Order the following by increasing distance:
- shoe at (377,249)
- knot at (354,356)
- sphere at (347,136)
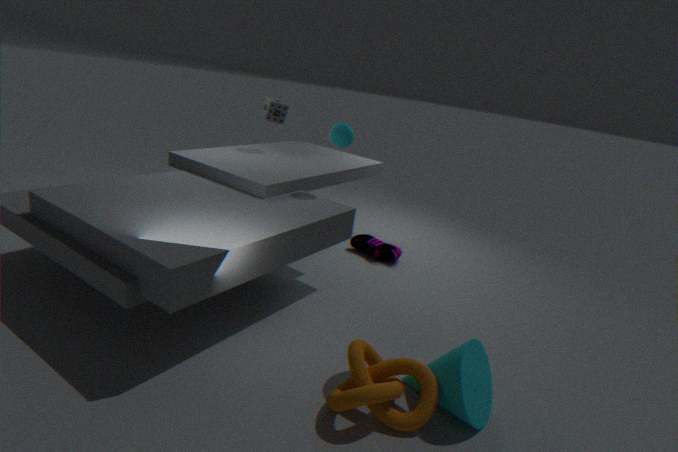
knot at (354,356) < sphere at (347,136) < shoe at (377,249)
